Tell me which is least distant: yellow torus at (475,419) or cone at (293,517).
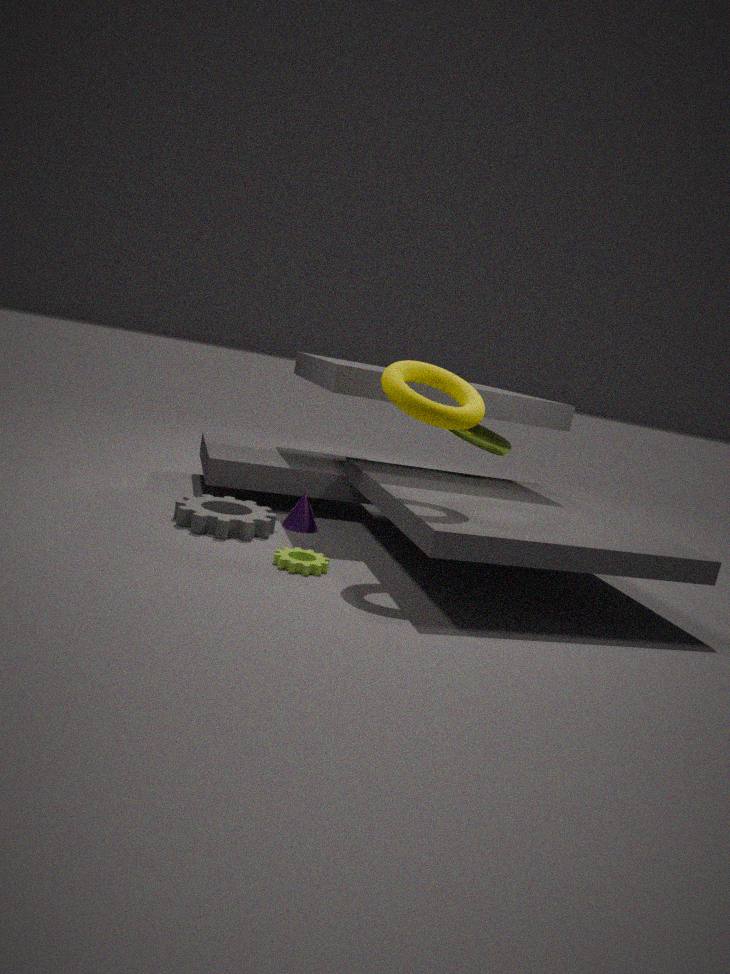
yellow torus at (475,419)
